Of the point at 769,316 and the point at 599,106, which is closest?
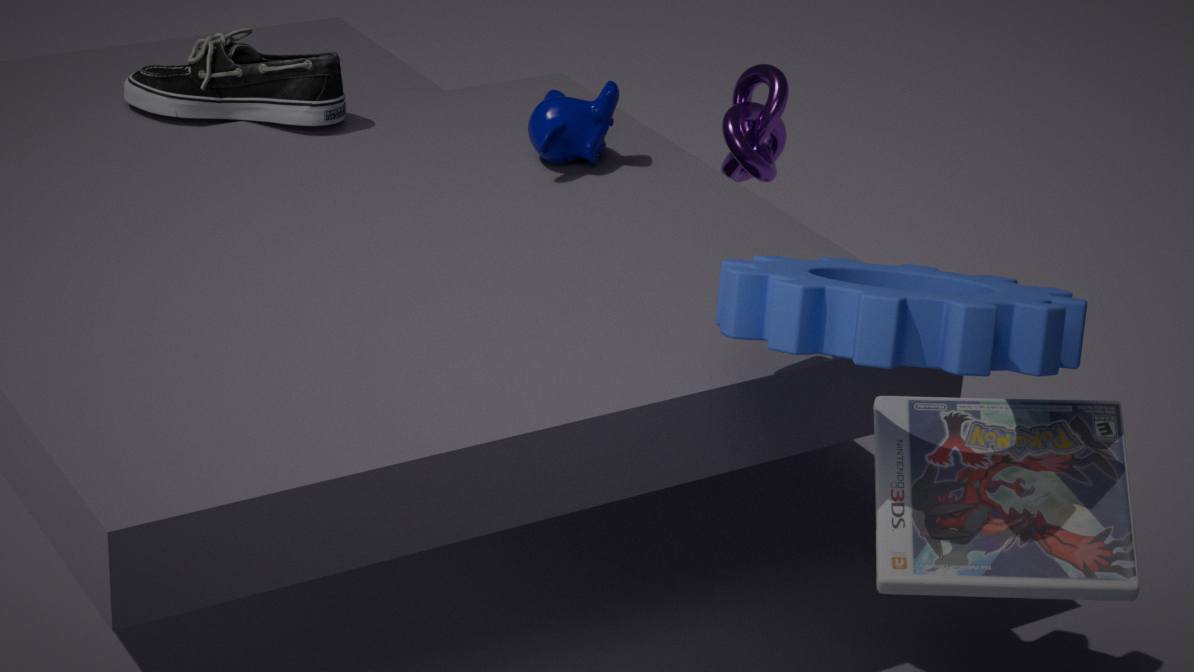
the point at 769,316
